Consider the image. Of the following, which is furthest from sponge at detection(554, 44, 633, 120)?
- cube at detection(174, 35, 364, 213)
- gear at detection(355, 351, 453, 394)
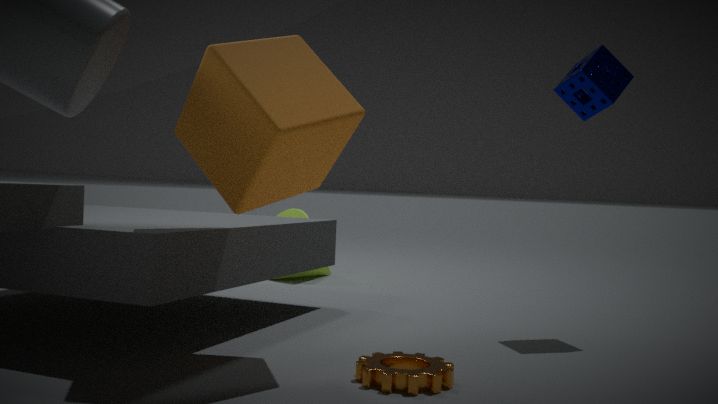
Answer: gear at detection(355, 351, 453, 394)
